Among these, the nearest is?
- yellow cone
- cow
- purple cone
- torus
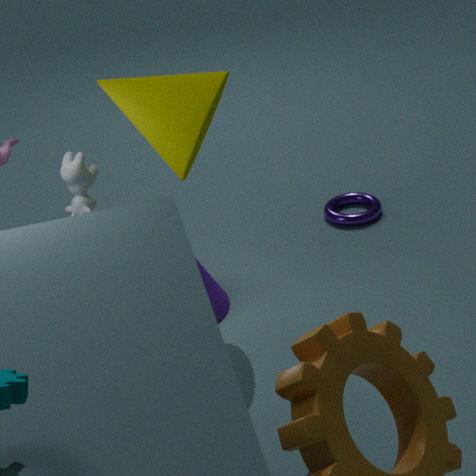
yellow cone
